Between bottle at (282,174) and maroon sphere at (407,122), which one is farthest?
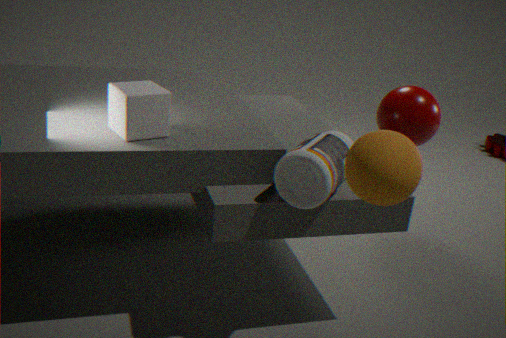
maroon sphere at (407,122)
